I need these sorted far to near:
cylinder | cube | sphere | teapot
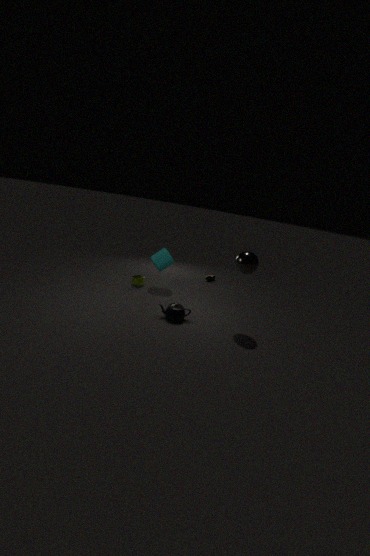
cube → cylinder → teapot → sphere
